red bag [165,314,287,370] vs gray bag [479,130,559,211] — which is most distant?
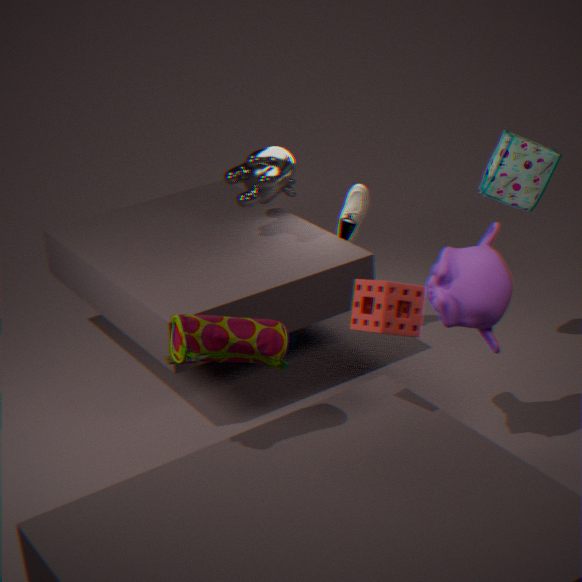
gray bag [479,130,559,211]
